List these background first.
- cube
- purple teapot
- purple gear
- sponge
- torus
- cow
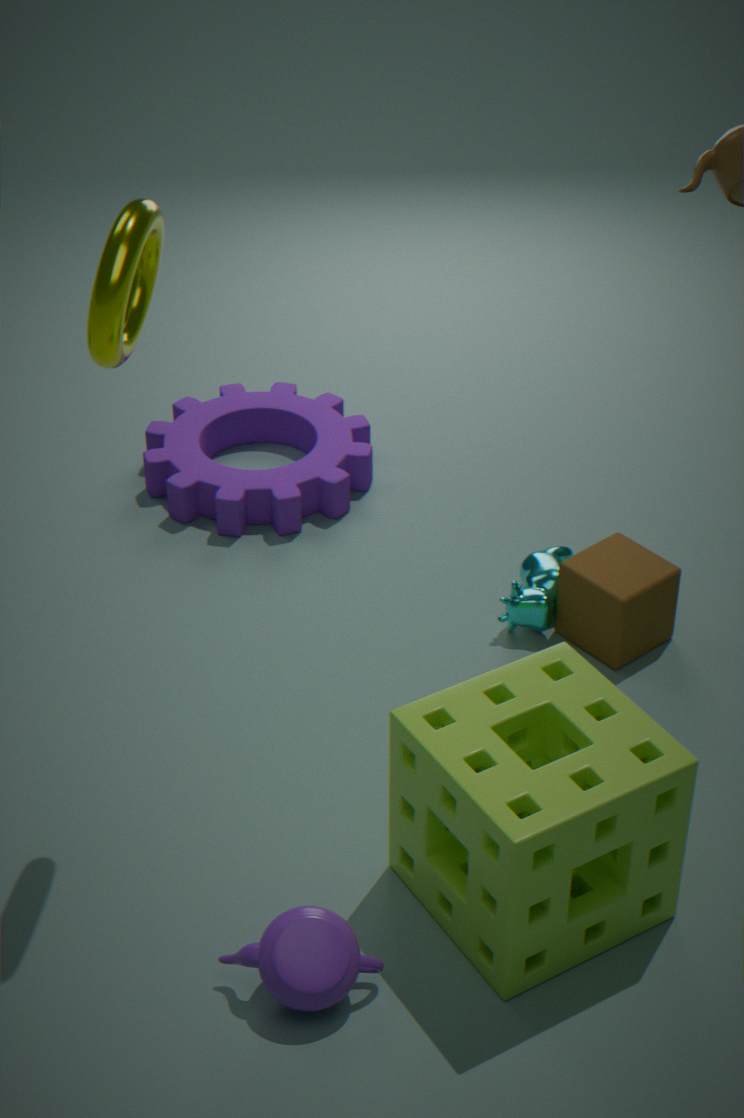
purple gear < cow < cube < purple teapot < sponge < torus
